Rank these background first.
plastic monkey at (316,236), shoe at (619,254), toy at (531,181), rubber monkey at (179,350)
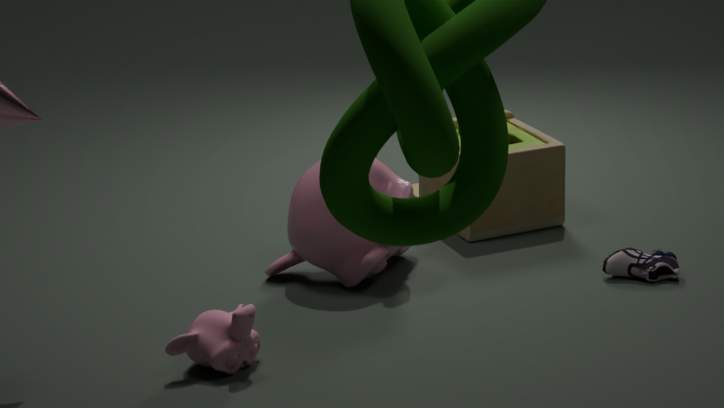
toy at (531,181) → shoe at (619,254) → plastic monkey at (316,236) → rubber monkey at (179,350)
